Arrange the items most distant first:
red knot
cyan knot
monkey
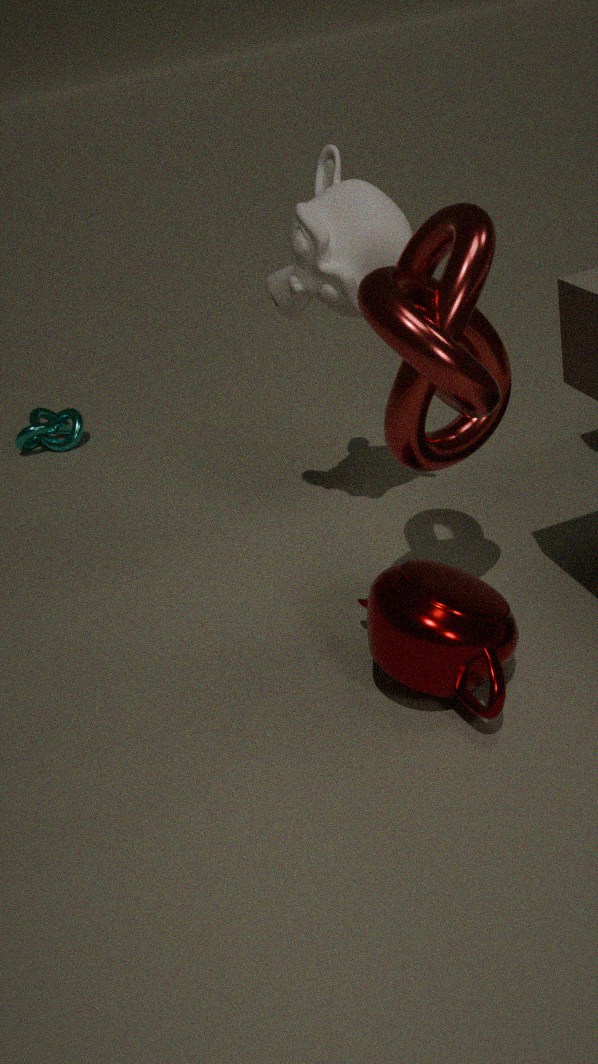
1. cyan knot
2. monkey
3. red knot
